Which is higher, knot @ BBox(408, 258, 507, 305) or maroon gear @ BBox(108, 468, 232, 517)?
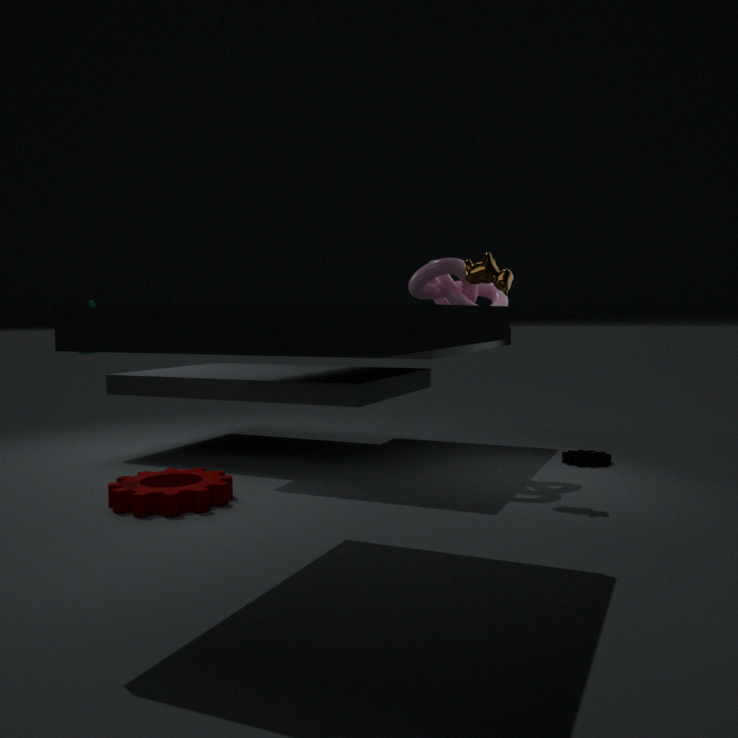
knot @ BBox(408, 258, 507, 305)
